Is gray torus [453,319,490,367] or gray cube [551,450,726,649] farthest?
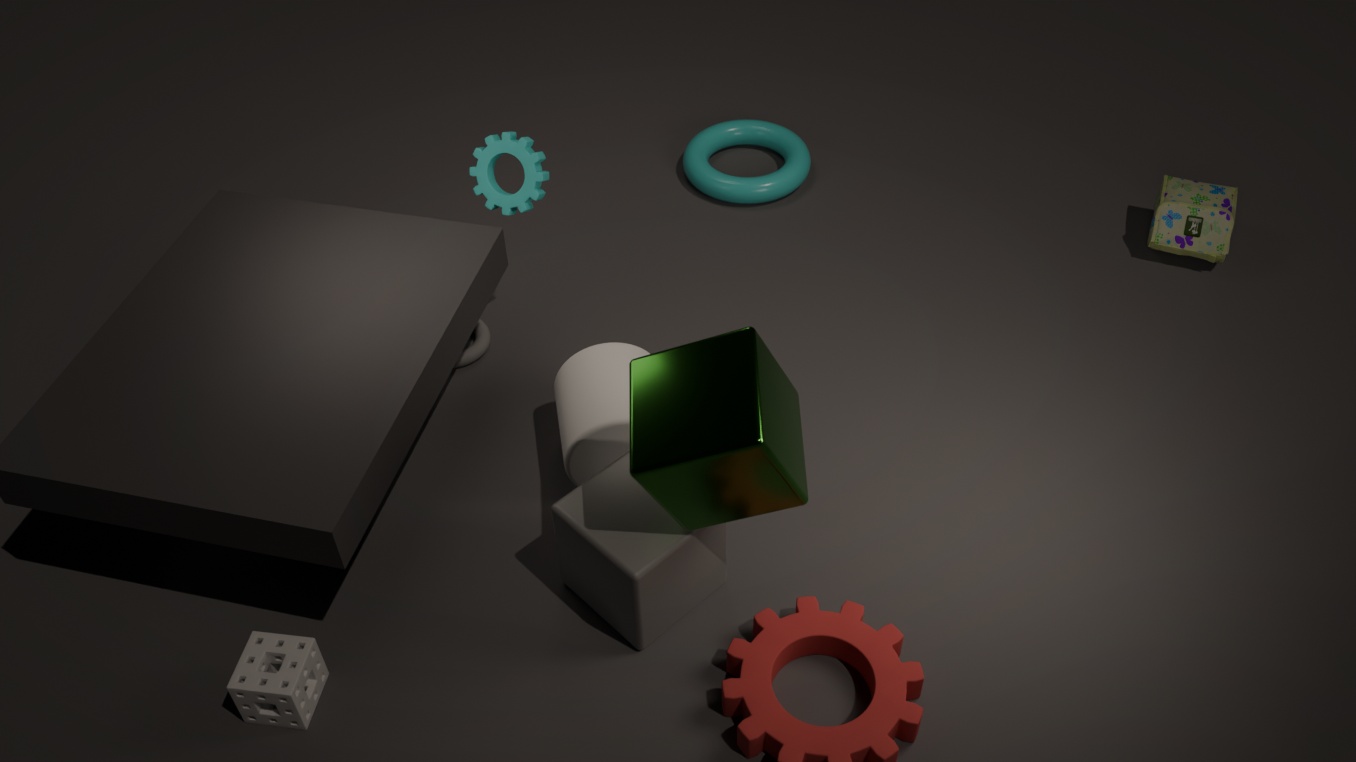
gray torus [453,319,490,367]
